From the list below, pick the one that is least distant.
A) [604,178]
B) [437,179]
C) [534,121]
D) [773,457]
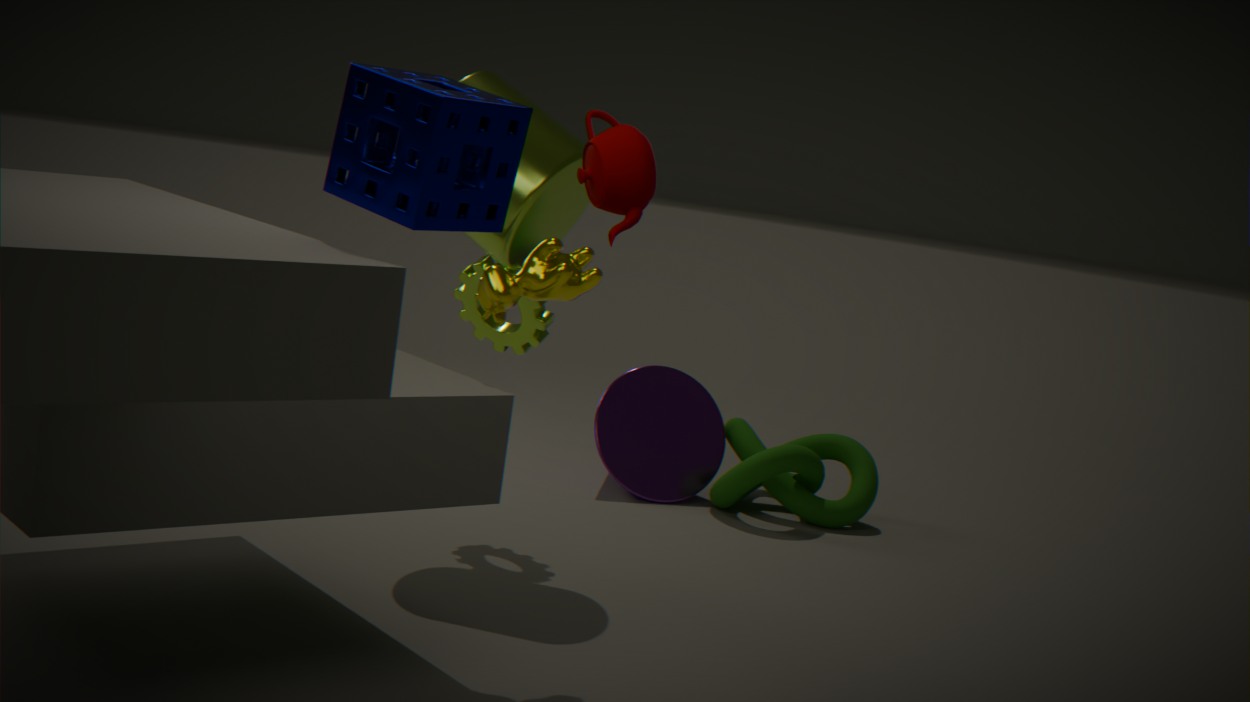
[437,179]
